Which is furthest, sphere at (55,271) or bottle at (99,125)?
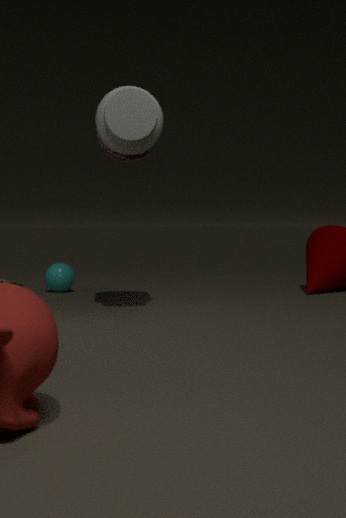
sphere at (55,271)
